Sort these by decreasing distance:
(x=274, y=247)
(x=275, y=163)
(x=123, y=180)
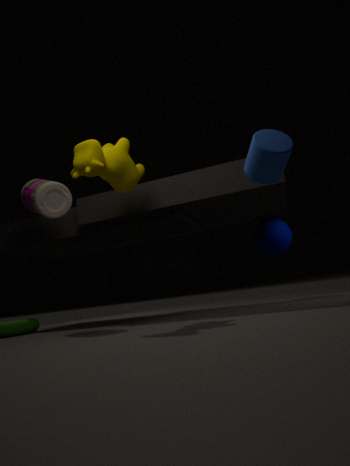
1. (x=274, y=247)
2. (x=123, y=180)
3. (x=275, y=163)
